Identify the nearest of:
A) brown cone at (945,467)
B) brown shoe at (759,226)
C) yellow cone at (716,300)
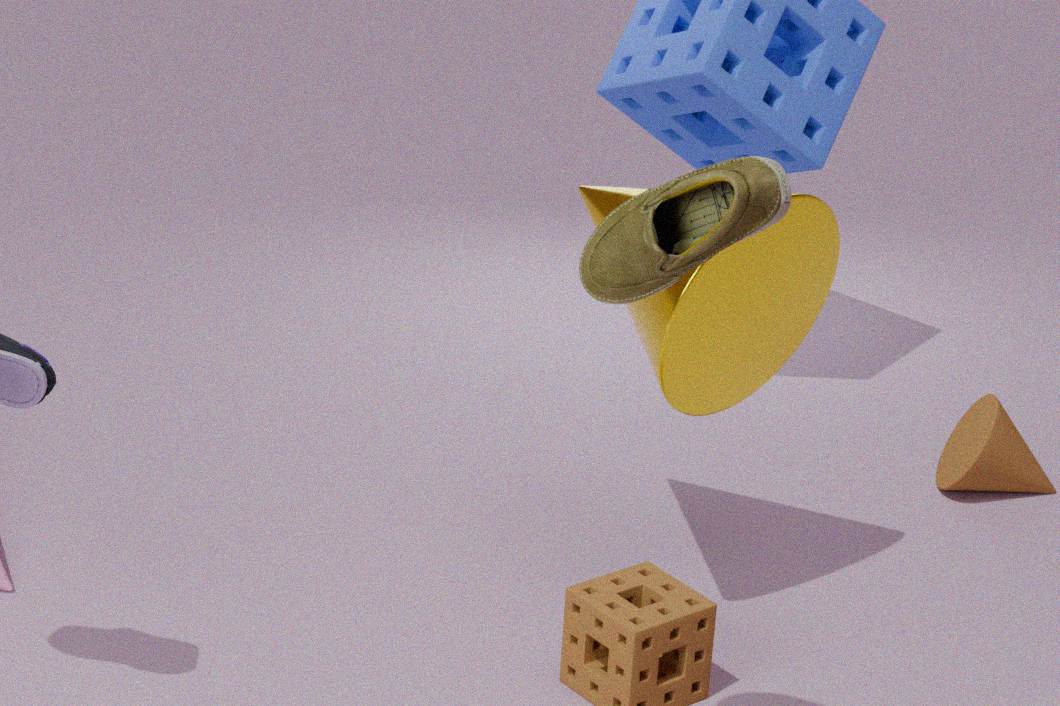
brown shoe at (759,226)
